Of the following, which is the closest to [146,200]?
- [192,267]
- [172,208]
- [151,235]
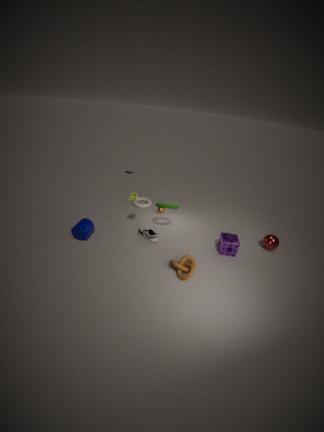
[172,208]
